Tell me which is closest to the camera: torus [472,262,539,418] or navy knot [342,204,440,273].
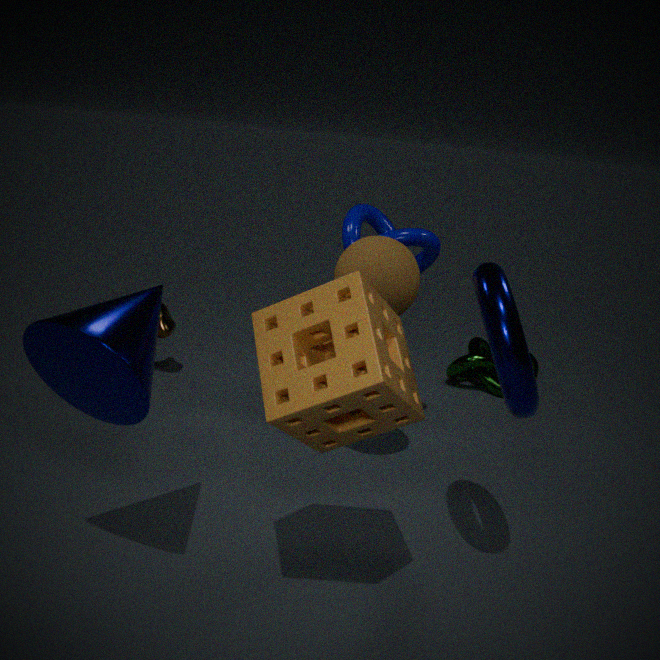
torus [472,262,539,418]
